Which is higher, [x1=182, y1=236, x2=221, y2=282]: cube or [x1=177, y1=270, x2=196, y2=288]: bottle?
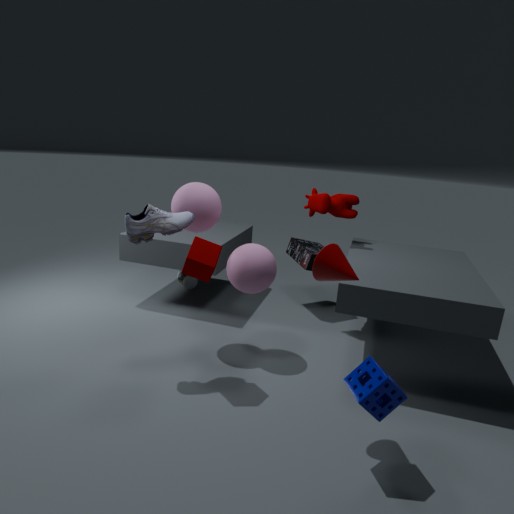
[x1=182, y1=236, x2=221, y2=282]: cube
